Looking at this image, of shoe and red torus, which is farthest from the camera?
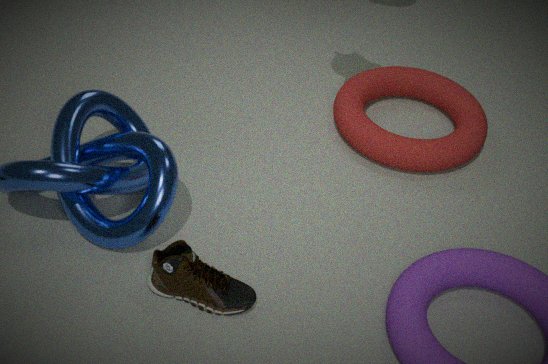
red torus
